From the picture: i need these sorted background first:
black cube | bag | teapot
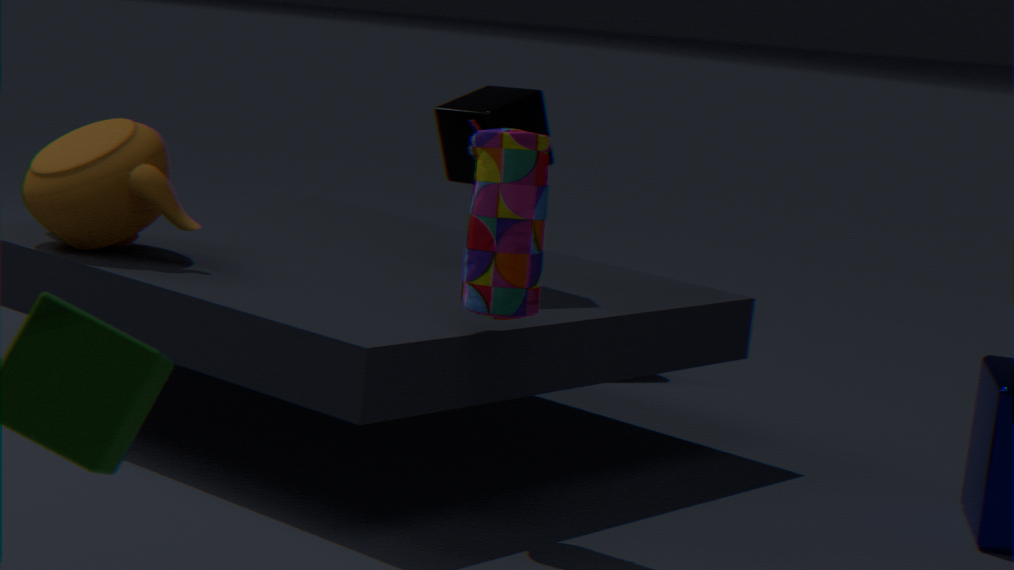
black cube, teapot, bag
